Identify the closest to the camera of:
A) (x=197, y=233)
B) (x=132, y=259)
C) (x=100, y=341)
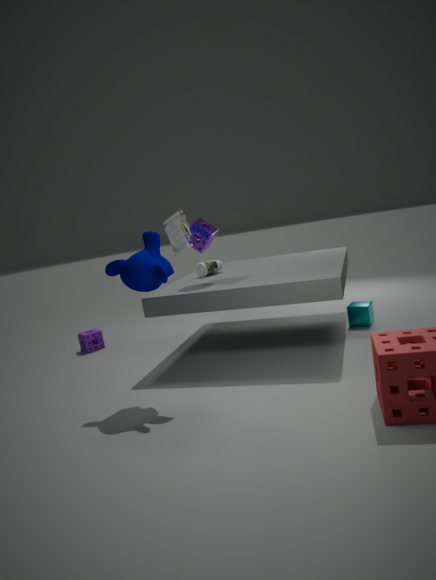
(x=132, y=259)
